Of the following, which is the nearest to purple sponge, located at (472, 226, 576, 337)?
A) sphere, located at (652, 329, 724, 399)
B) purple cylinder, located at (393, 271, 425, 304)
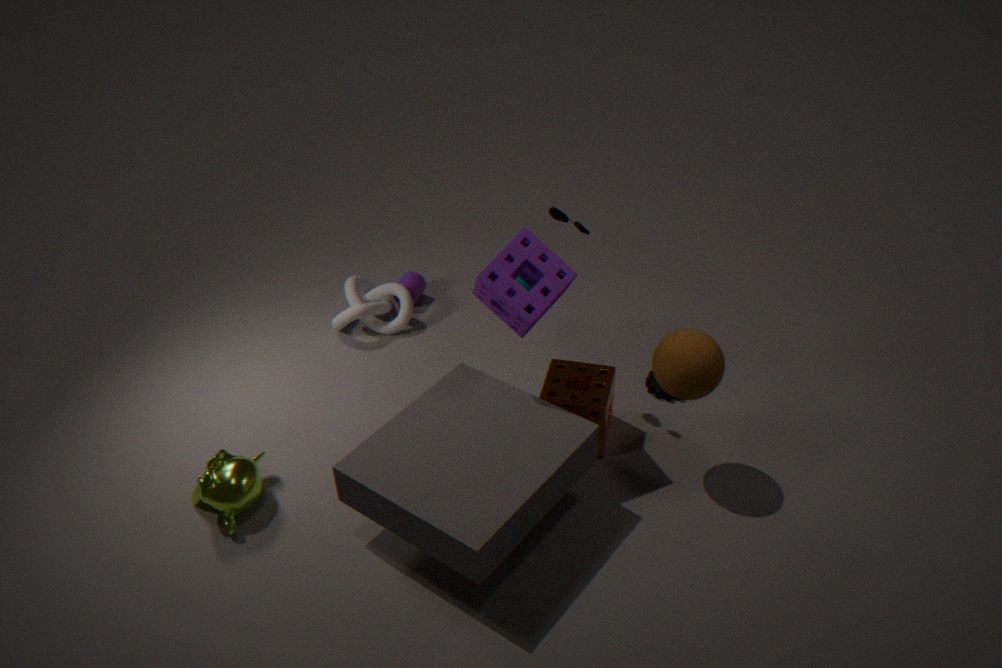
sphere, located at (652, 329, 724, 399)
